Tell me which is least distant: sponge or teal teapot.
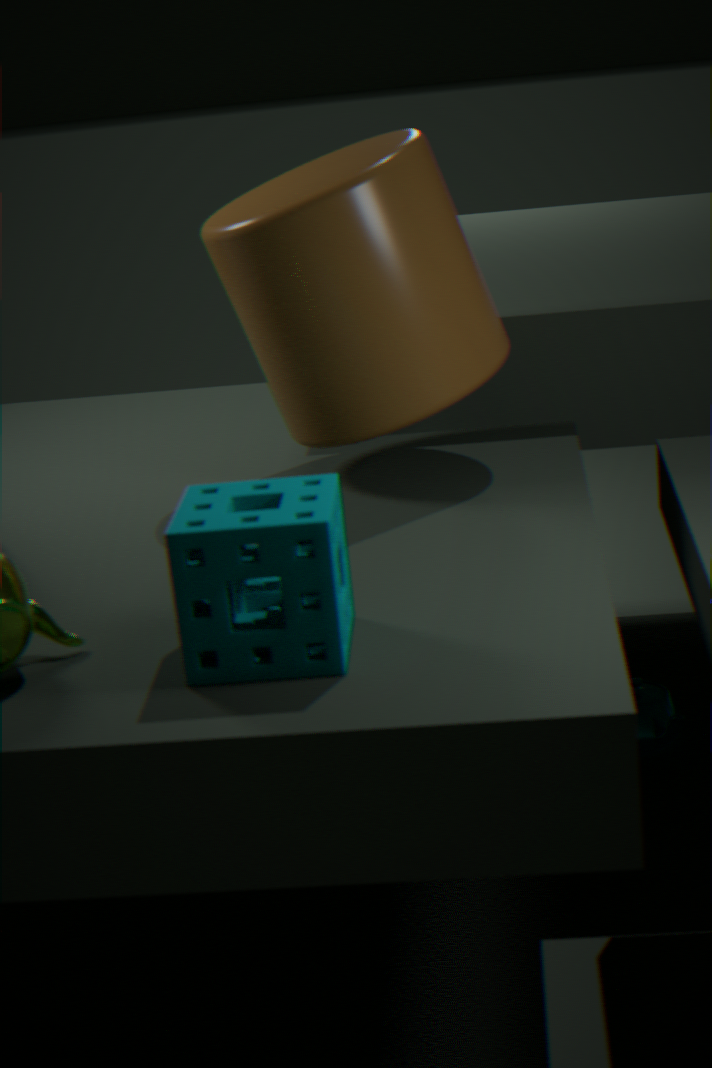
sponge
